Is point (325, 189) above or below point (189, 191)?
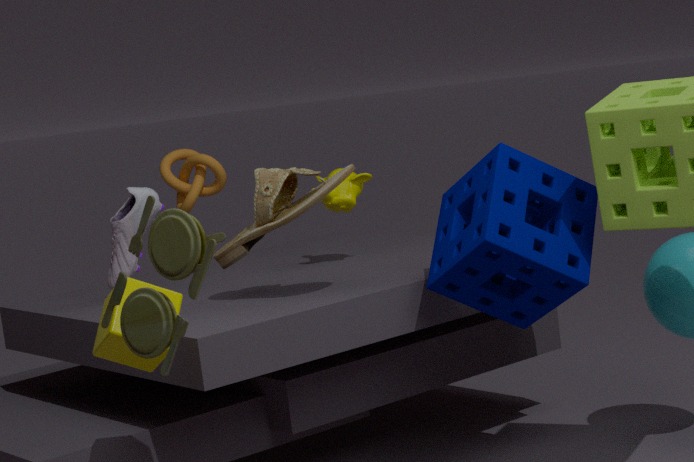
below
